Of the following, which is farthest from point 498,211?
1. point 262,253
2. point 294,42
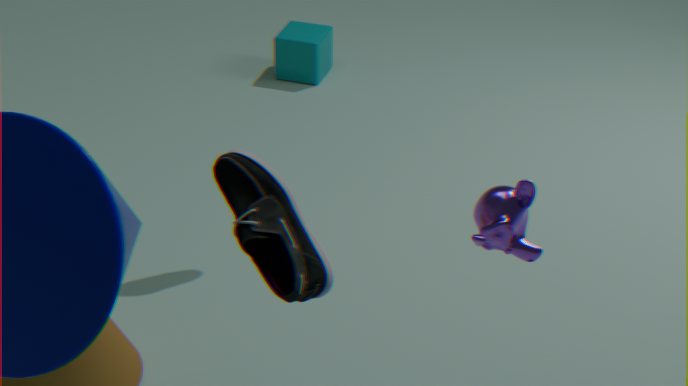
point 294,42
